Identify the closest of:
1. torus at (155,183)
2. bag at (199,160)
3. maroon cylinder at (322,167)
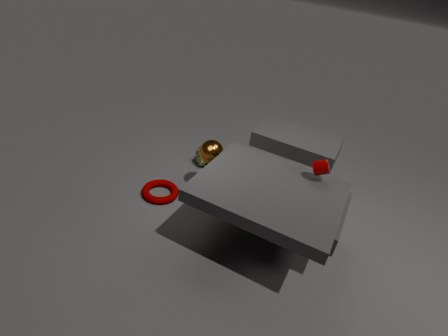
maroon cylinder at (322,167)
